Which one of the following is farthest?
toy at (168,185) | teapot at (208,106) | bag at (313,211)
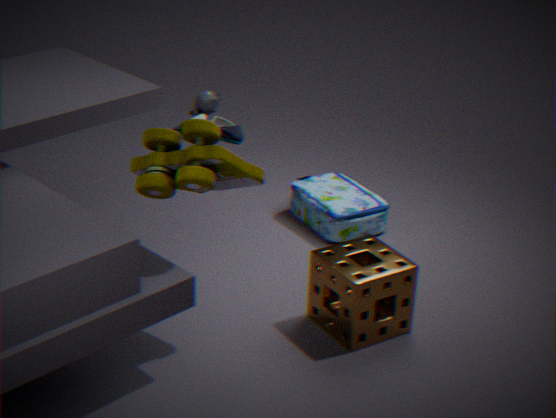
teapot at (208,106)
